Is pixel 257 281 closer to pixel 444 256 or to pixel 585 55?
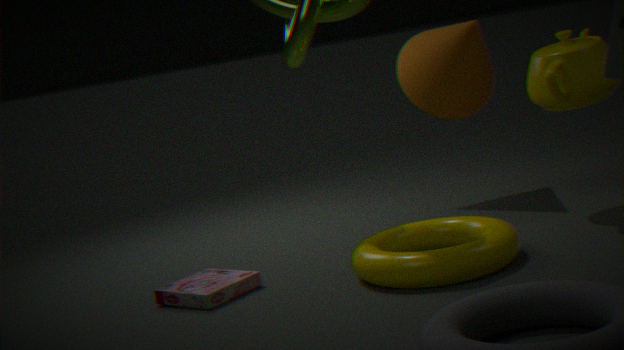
pixel 444 256
